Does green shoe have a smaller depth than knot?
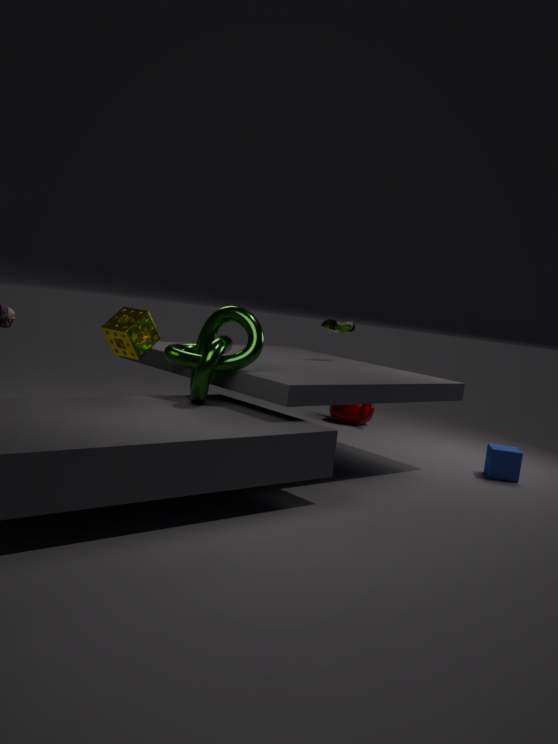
No
